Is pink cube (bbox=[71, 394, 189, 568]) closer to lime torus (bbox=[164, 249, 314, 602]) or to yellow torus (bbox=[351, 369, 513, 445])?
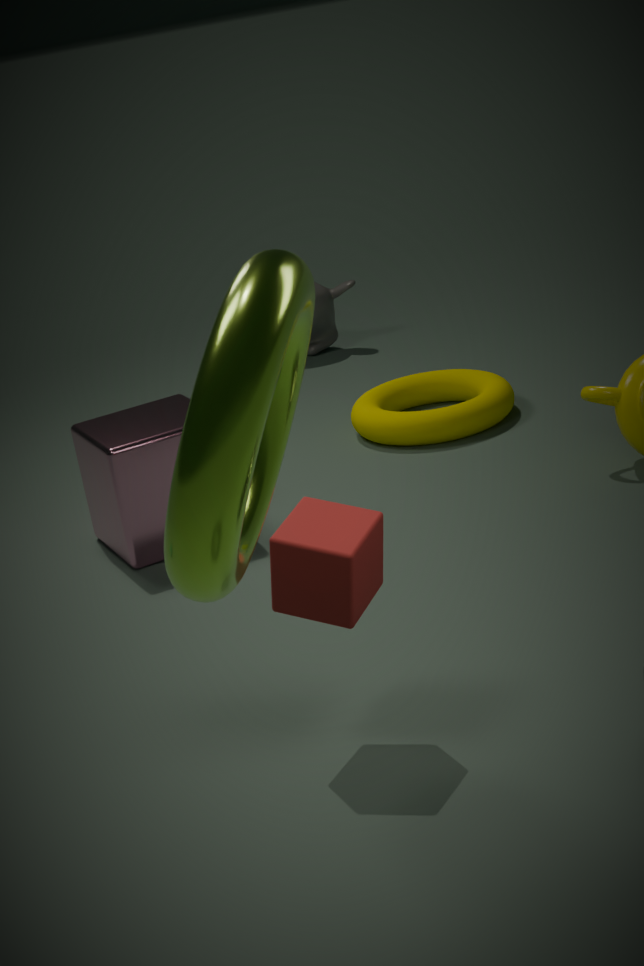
yellow torus (bbox=[351, 369, 513, 445])
